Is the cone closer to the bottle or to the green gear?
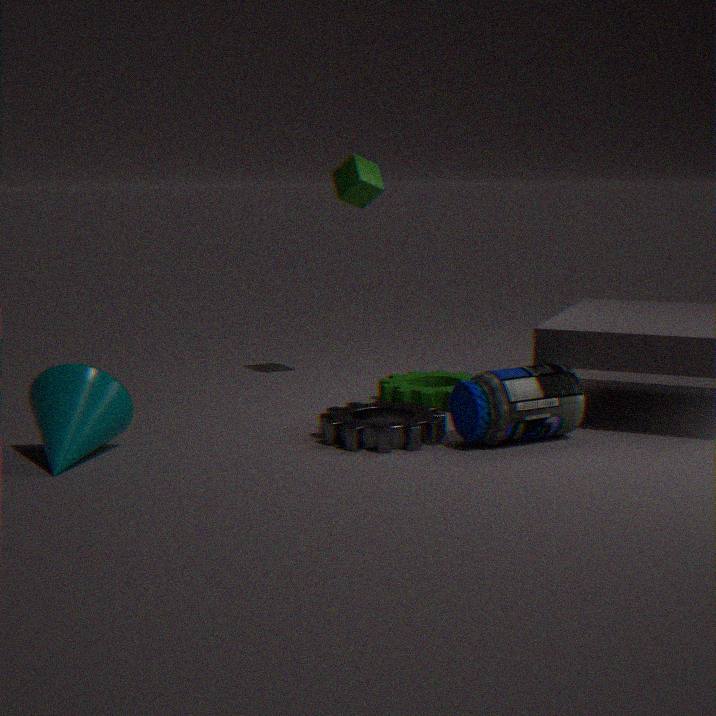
the green gear
